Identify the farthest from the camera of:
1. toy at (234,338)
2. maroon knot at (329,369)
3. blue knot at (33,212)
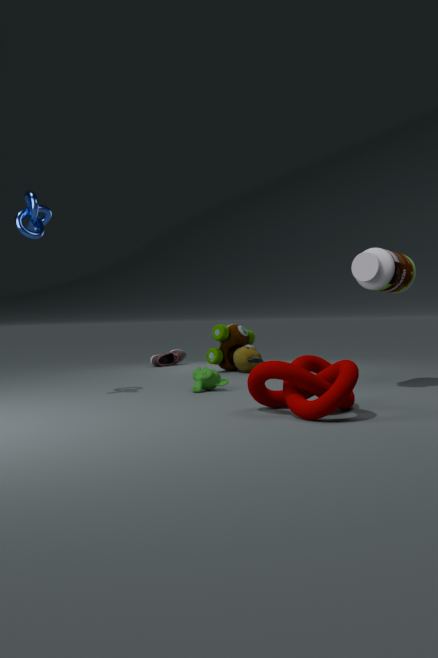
toy at (234,338)
